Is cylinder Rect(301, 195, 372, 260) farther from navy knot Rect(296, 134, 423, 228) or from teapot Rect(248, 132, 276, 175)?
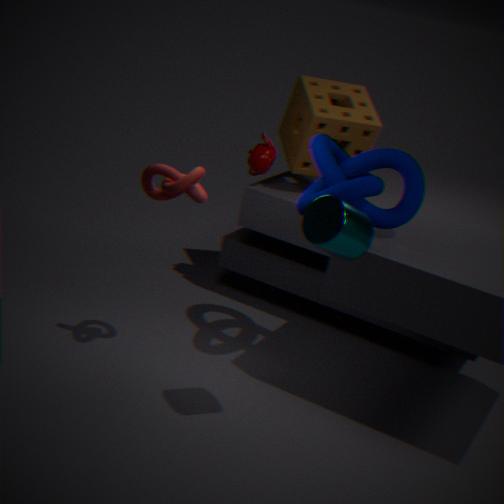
teapot Rect(248, 132, 276, 175)
